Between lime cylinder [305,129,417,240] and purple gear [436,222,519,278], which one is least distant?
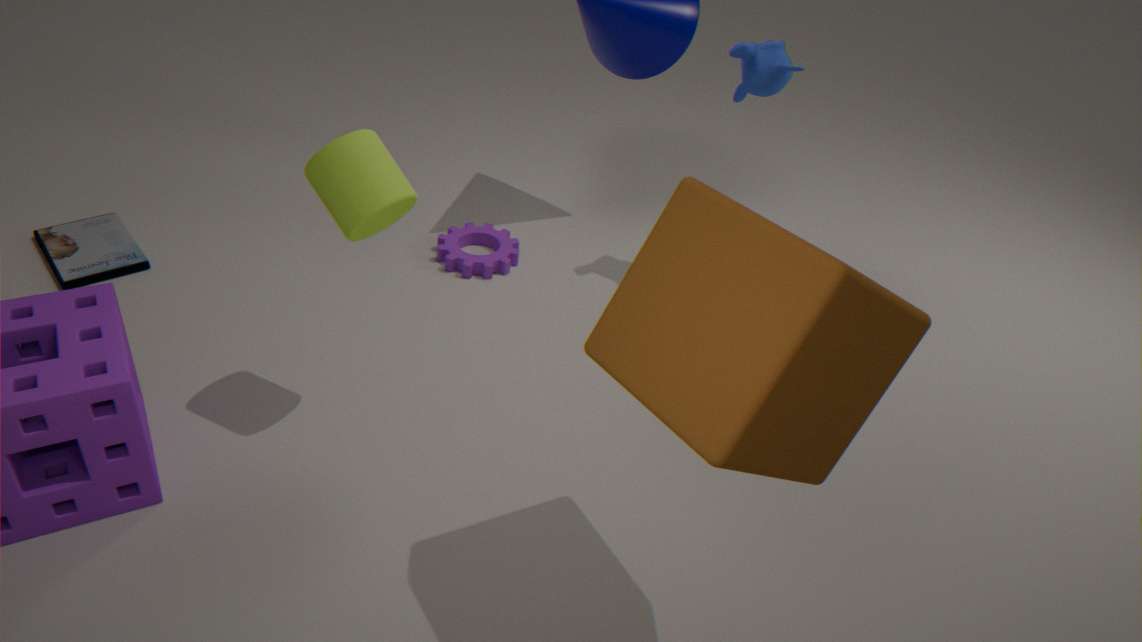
Answer: lime cylinder [305,129,417,240]
